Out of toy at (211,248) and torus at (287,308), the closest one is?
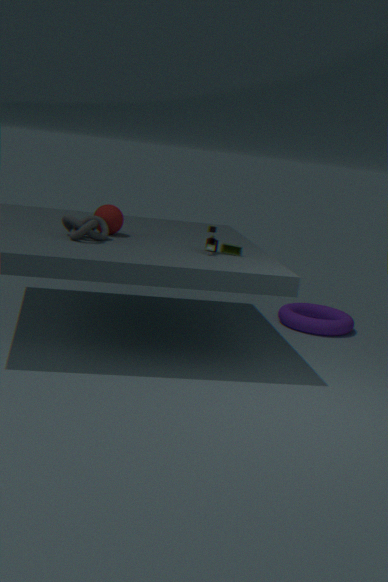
toy at (211,248)
